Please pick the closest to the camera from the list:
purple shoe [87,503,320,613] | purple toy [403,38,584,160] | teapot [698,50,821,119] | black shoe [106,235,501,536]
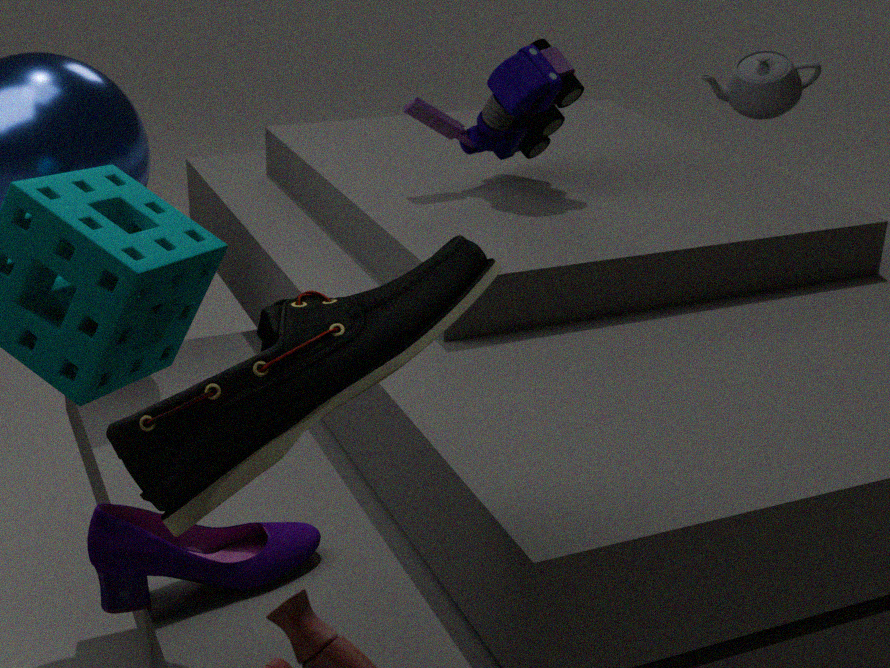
black shoe [106,235,501,536]
